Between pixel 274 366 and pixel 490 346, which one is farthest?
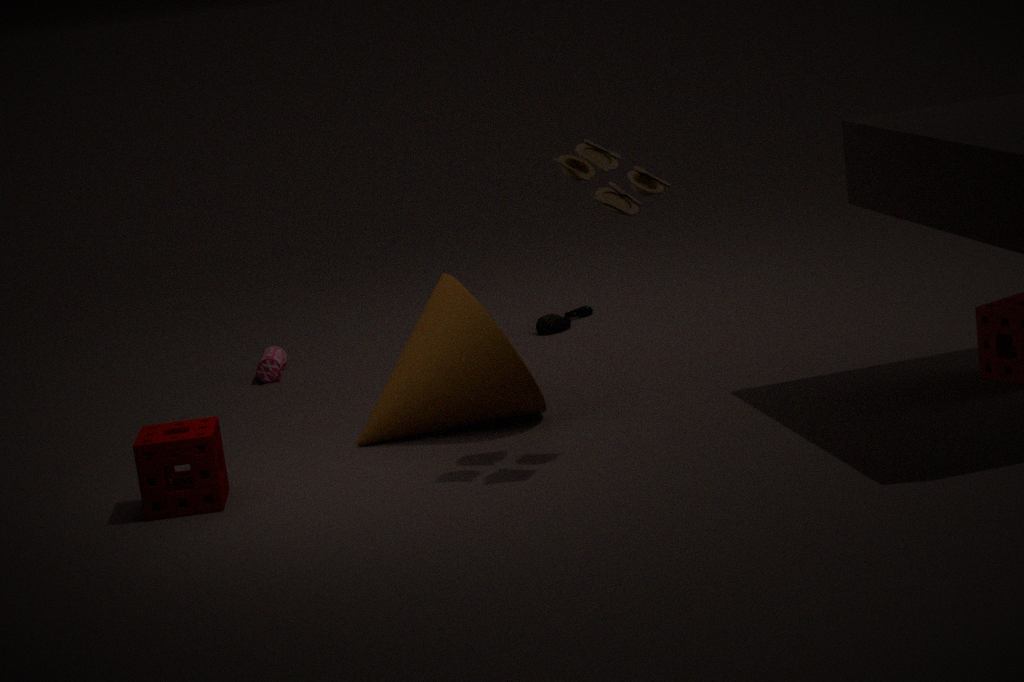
pixel 274 366
